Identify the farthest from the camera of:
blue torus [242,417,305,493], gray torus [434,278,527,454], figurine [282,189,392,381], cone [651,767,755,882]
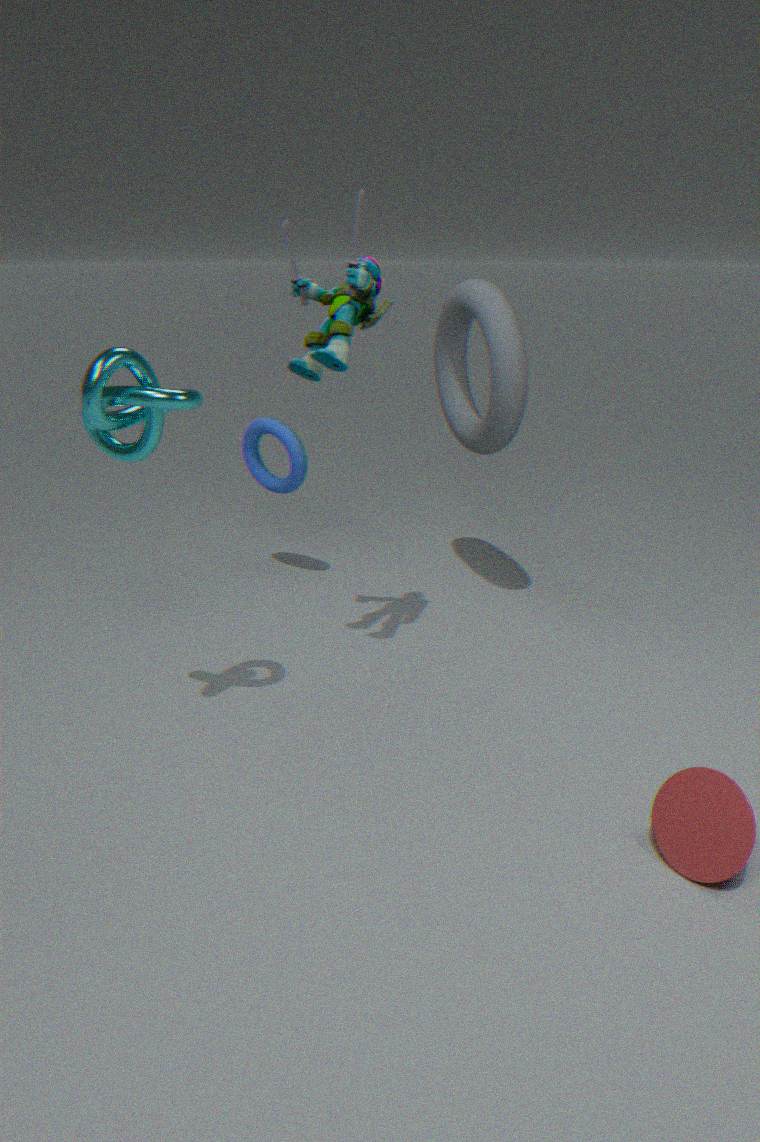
blue torus [242,417,305,493]
